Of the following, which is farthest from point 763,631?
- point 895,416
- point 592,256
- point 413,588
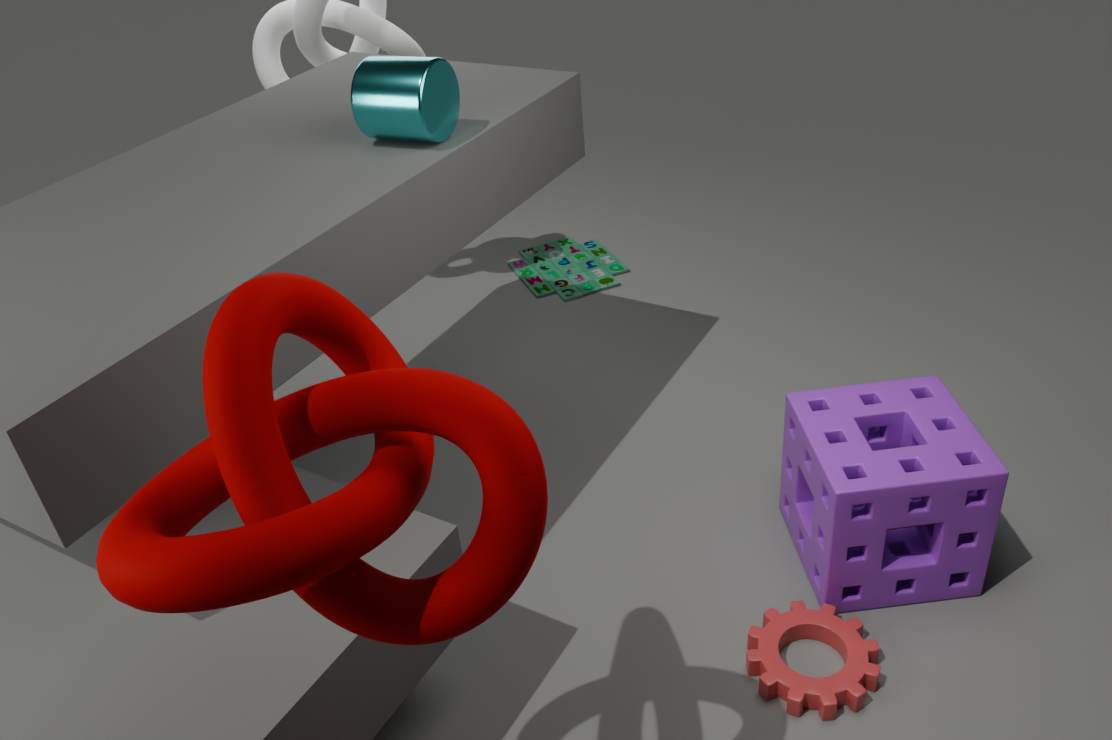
point 592,256
